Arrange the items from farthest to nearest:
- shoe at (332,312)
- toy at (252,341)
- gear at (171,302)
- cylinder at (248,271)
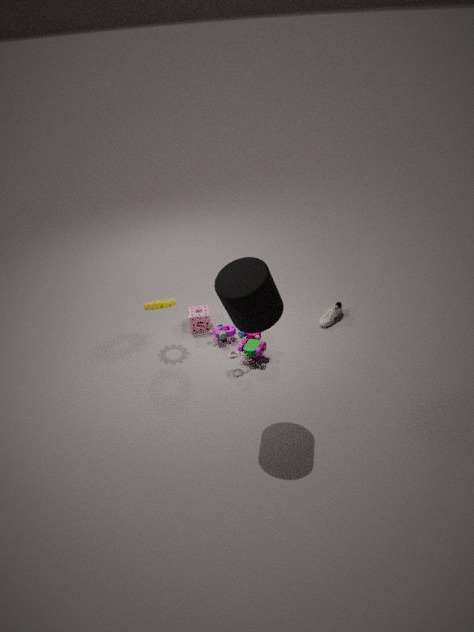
shoe at (332,312) → gear at (171,302) → toy at (252,341) → cylinder at (248,271)
